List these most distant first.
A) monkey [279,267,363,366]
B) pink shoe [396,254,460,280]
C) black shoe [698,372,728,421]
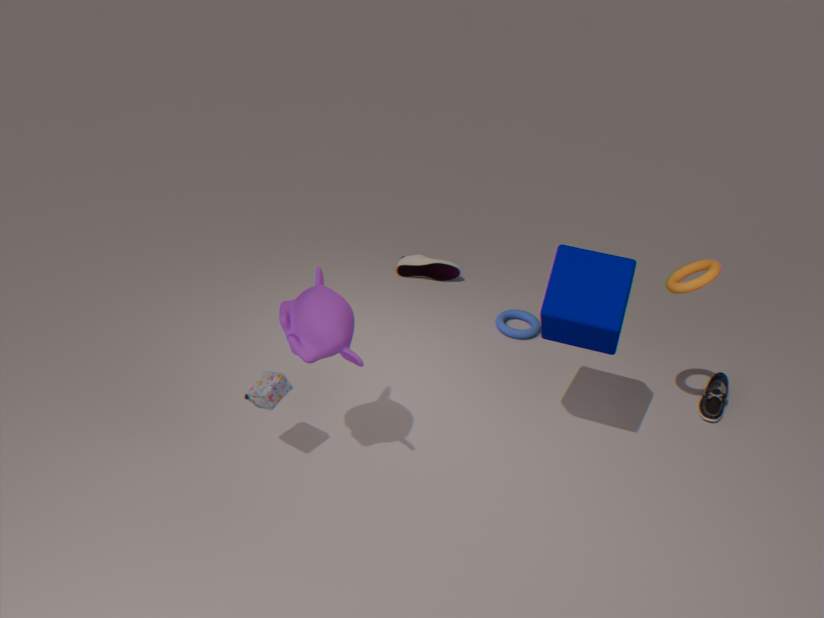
pink shoe [396,254,460,280] < black shoe [698,372,728,421] < monkey [279,267,363,366]
